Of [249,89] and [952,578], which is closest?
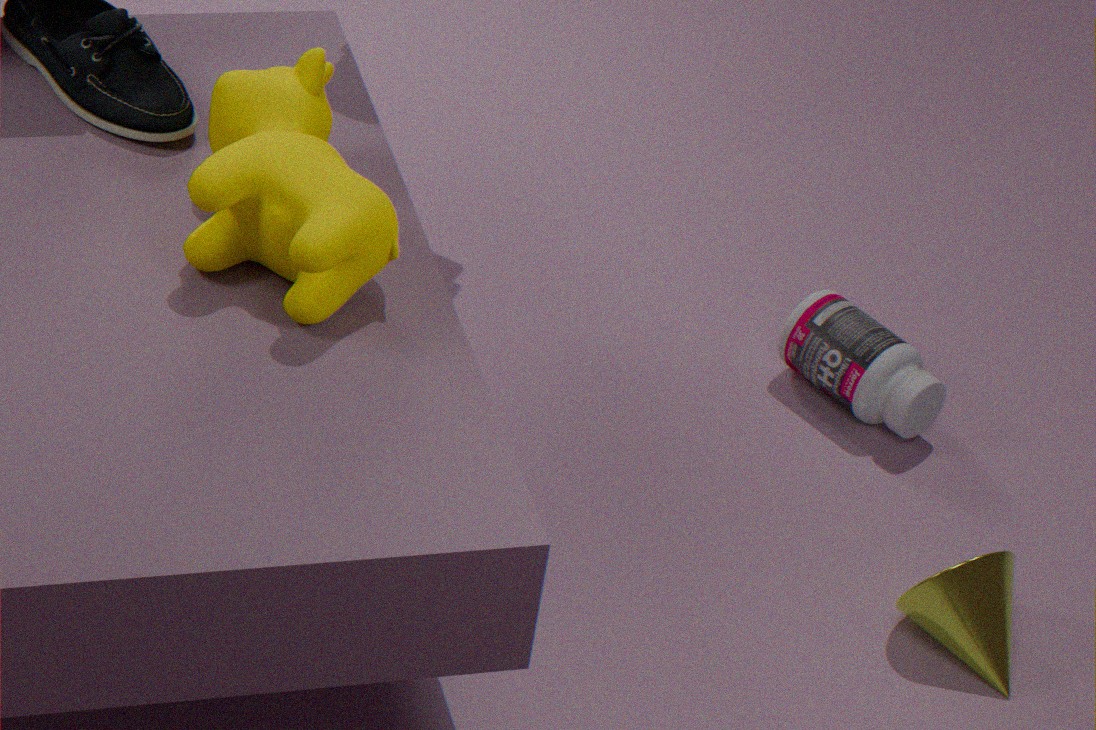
[249,89]
